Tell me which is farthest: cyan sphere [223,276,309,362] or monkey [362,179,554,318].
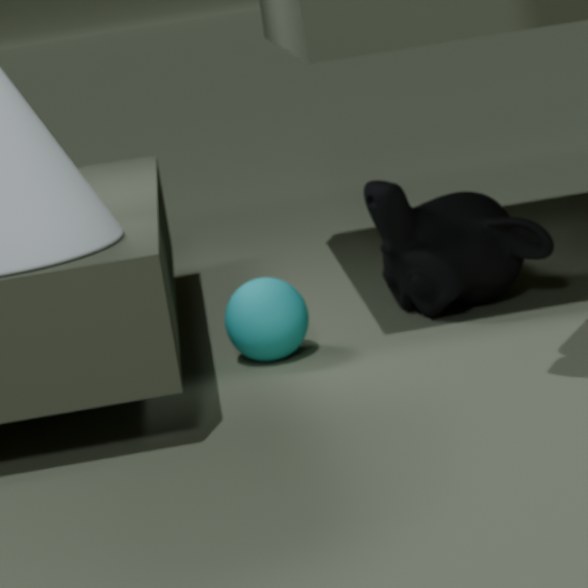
A: monkey [362,179,554,318]
